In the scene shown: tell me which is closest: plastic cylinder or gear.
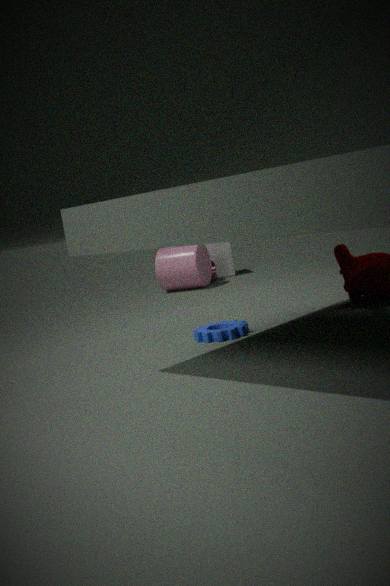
gear
